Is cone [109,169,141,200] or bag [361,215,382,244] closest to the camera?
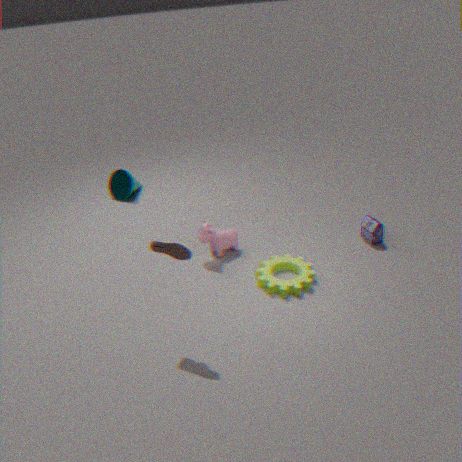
bag [361,215,382,244]
